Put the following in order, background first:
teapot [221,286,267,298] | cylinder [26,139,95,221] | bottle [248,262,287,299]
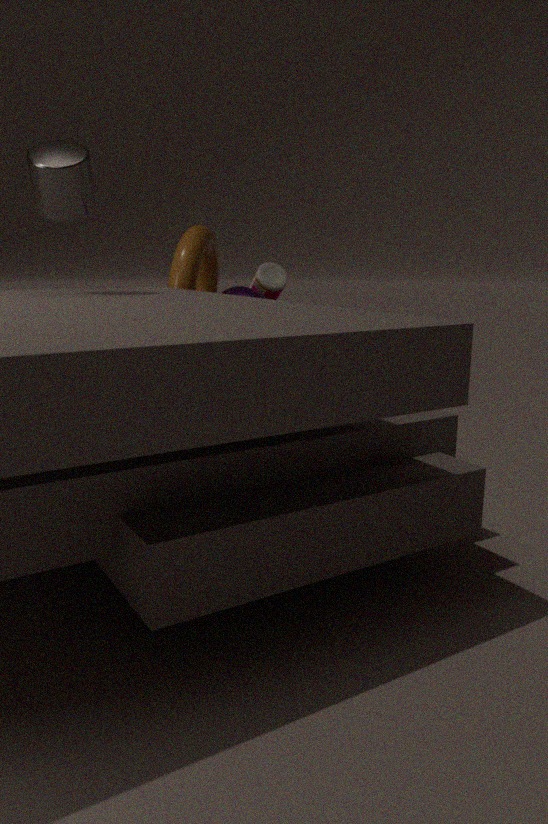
bottle [248,262,287,299], teapot [221,286,267,298], cylinder [26,139,95,221]
